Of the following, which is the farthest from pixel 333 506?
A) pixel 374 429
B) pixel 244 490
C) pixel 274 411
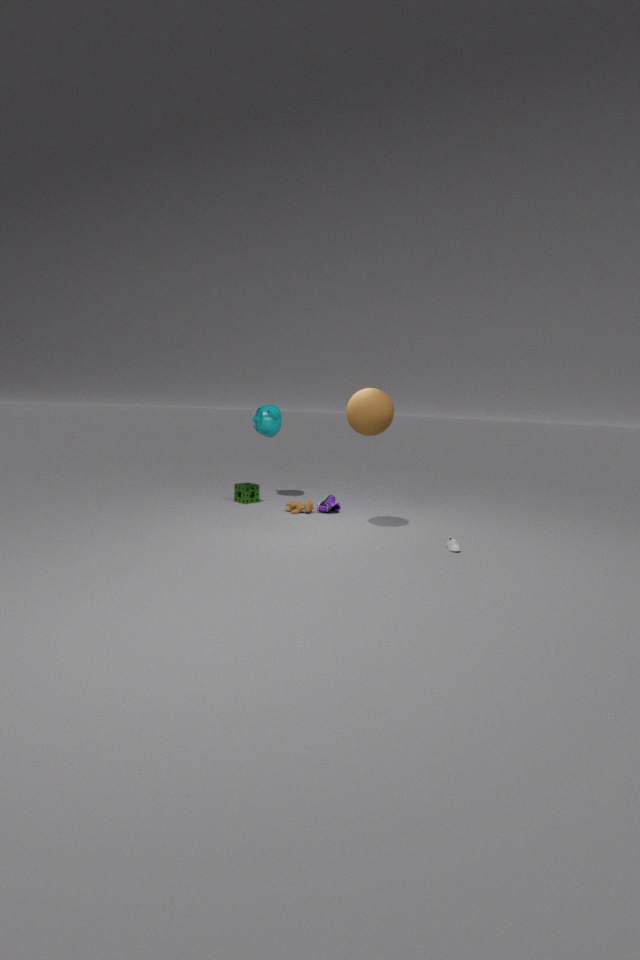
pixel 374 429
